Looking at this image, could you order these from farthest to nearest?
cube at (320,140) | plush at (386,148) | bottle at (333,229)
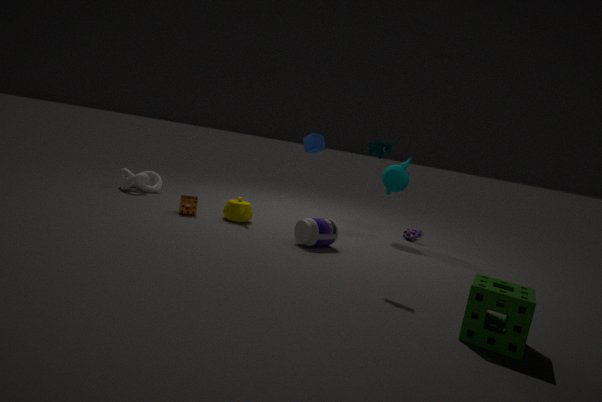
cube at (320,140), bottle at (333,229), plush at (386,148)
